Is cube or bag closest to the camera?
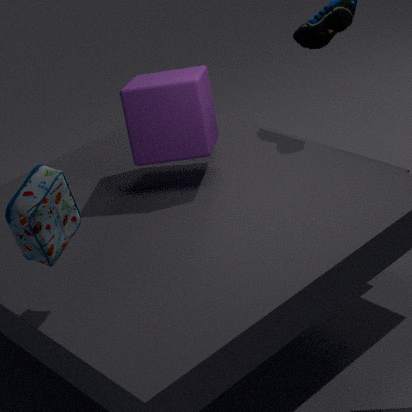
bag
